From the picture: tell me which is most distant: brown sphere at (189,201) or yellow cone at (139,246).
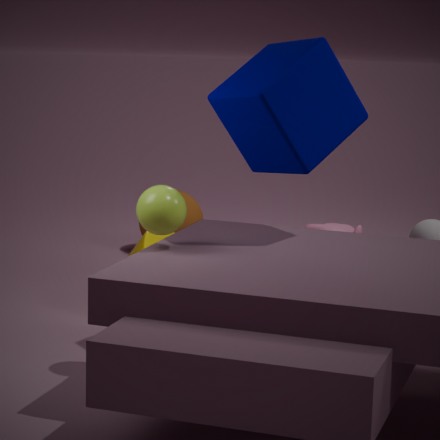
brown sphere at (189,201)
